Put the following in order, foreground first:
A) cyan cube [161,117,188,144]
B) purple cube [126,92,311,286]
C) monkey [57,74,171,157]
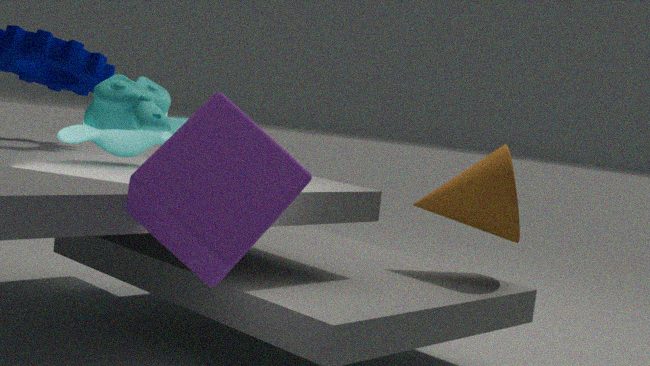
purple cube [126,92,311,286]
monkey [57,74,171,157]
cyan cube [161,117,188,144]
